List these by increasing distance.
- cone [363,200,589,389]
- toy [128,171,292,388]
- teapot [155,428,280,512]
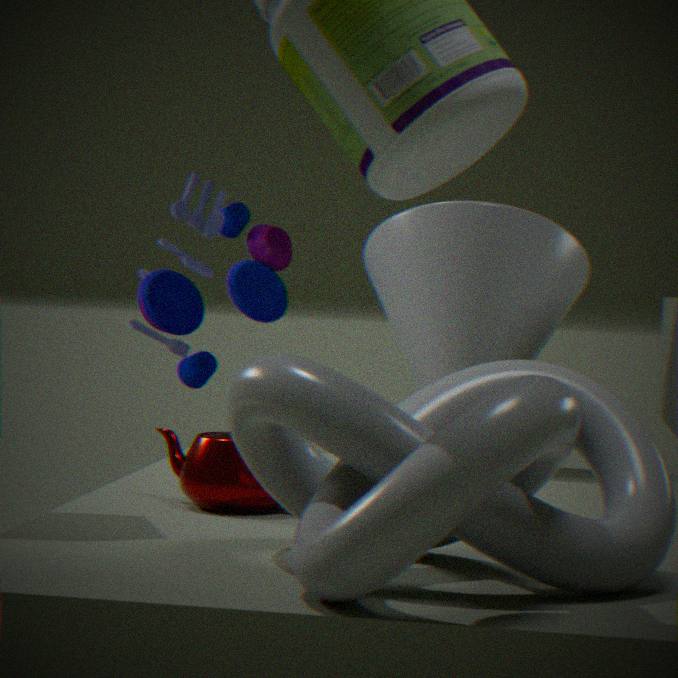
teapot [155,428,280,512]
cone [363,200,589,389]
toy [128,171,292,388]
